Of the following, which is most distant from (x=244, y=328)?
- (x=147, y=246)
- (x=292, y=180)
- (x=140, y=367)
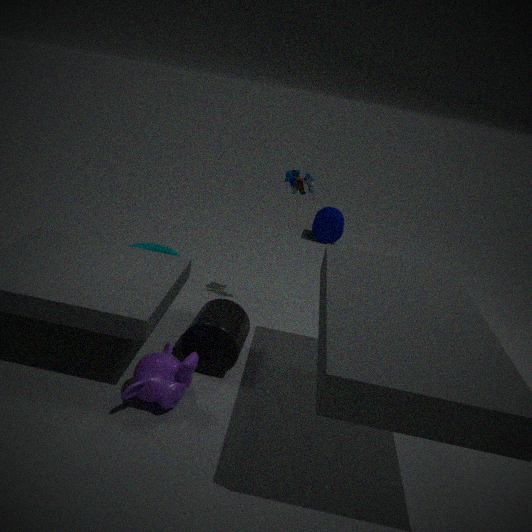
(x=147, y=246)
